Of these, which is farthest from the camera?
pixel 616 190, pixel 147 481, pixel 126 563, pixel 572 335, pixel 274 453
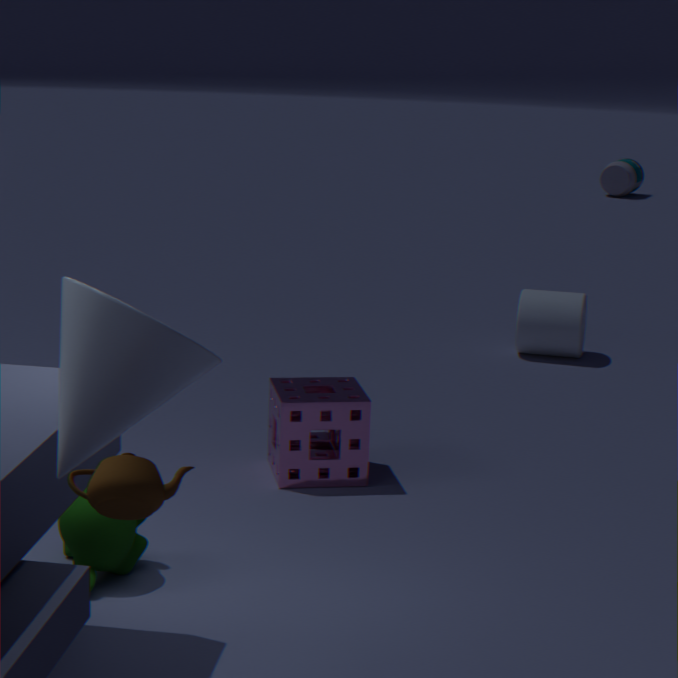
pixel 616 190
